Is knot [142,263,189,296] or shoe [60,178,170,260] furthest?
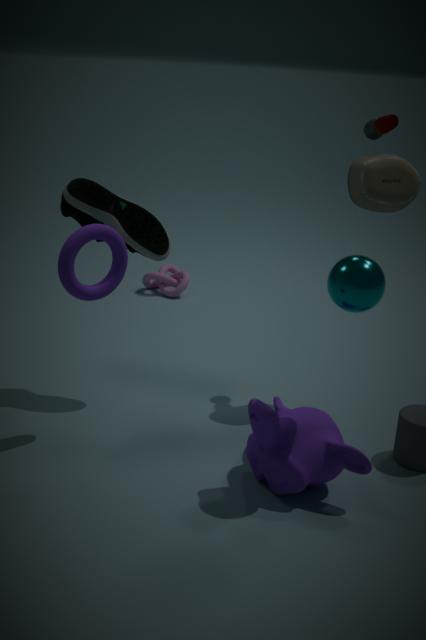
knot [142,263,189,296]
